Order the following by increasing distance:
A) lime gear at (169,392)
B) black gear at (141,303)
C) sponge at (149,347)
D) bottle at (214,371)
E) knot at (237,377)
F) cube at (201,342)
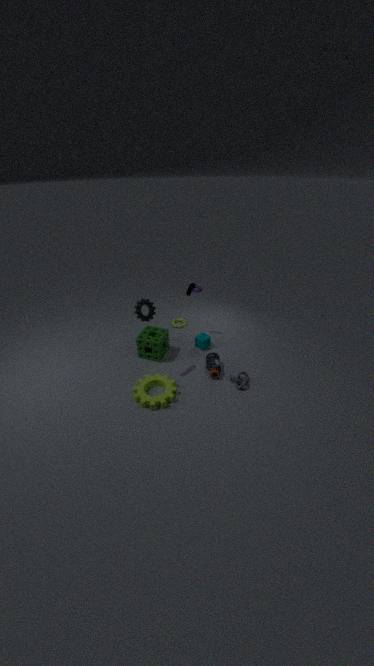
black gear at (141,303) → lime gear at (169,392) → knot at (237,377) → bottle at (214,371) → sponge at (149,347) → cube at (201,342)
